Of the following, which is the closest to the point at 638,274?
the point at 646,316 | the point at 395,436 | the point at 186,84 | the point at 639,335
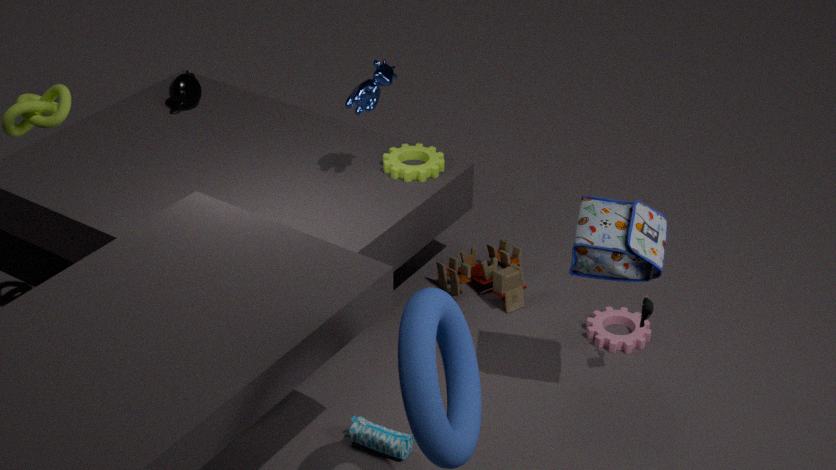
the point at 646,316
